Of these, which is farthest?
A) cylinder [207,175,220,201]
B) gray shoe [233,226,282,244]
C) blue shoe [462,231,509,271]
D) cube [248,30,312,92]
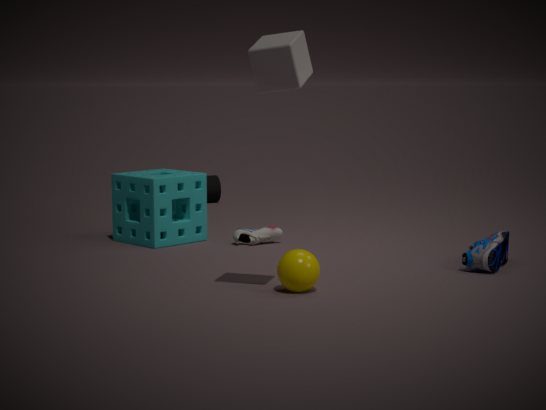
cylinder [207,175,220,201]
